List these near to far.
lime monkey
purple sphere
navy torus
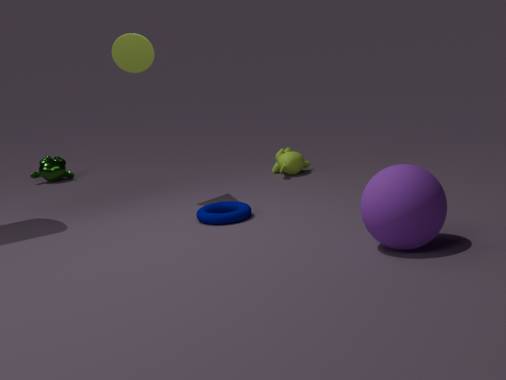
purple sphere
navy torus
lime monkey
